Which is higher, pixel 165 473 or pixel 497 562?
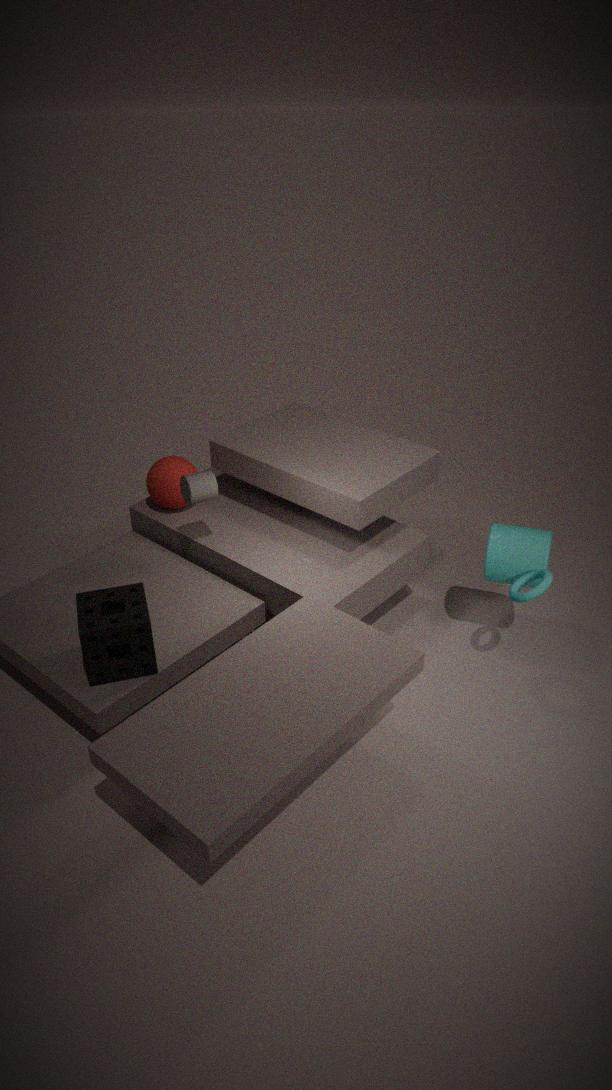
pixel 165 473
